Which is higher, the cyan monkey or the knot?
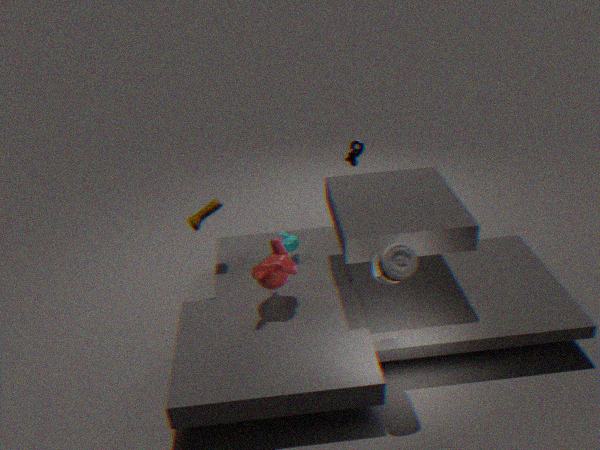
the knot
